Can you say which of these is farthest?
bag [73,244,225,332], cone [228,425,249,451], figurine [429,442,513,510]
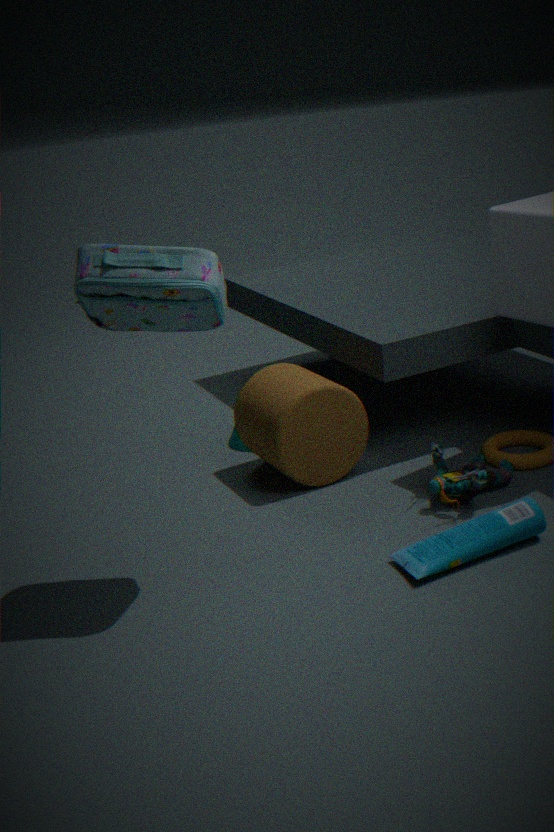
cone [228,425,249,451]
